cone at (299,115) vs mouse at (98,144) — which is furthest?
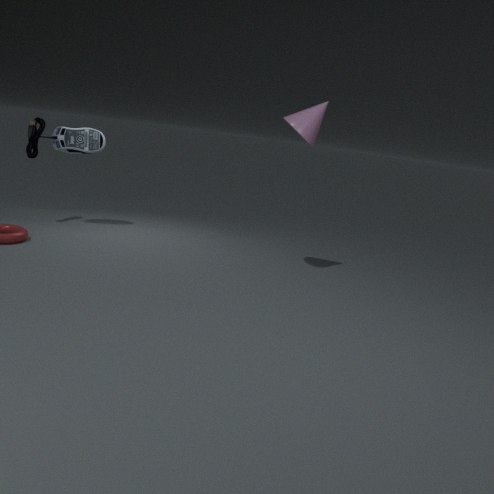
mouse at (98,144)
